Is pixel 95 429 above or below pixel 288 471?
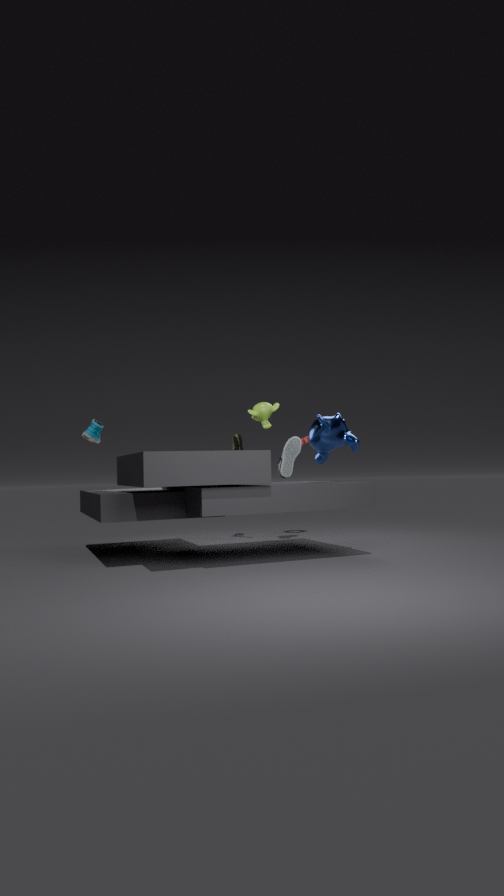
above
